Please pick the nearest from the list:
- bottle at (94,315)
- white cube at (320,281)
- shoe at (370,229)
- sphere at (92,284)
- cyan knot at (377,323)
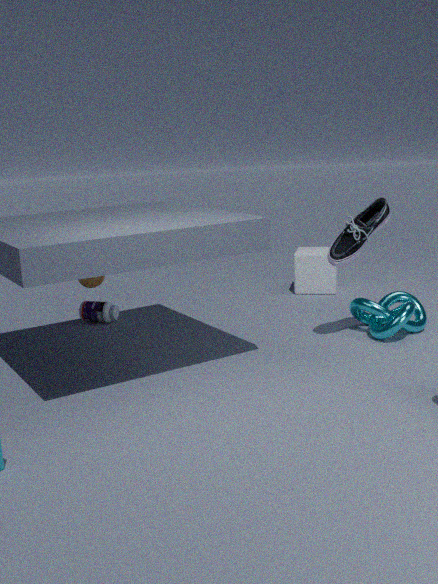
sphere at (92,284)
